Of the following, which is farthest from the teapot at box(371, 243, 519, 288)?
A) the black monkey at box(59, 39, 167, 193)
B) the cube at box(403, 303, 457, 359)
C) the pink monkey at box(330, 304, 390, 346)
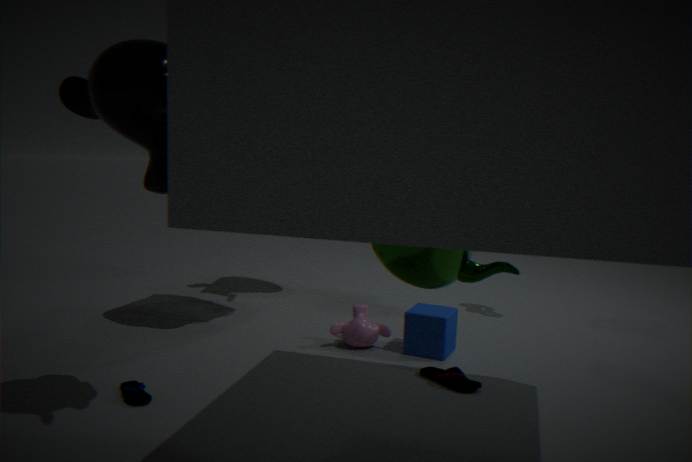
the pink monkey at box(330, 304, 390, 346)
